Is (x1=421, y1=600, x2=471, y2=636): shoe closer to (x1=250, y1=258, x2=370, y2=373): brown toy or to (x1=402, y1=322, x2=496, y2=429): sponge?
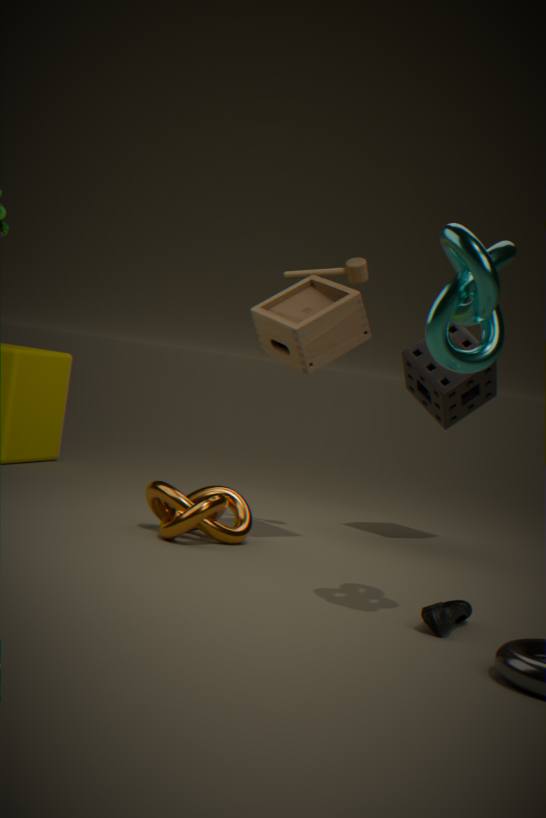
(x1=250, y1=258, x2=370, y2=373): brown toy
